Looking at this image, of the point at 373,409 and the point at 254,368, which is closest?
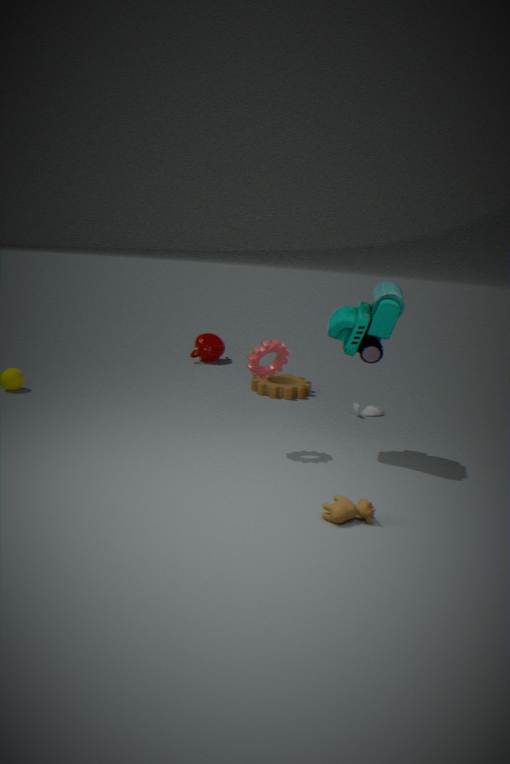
the point at 254,368
